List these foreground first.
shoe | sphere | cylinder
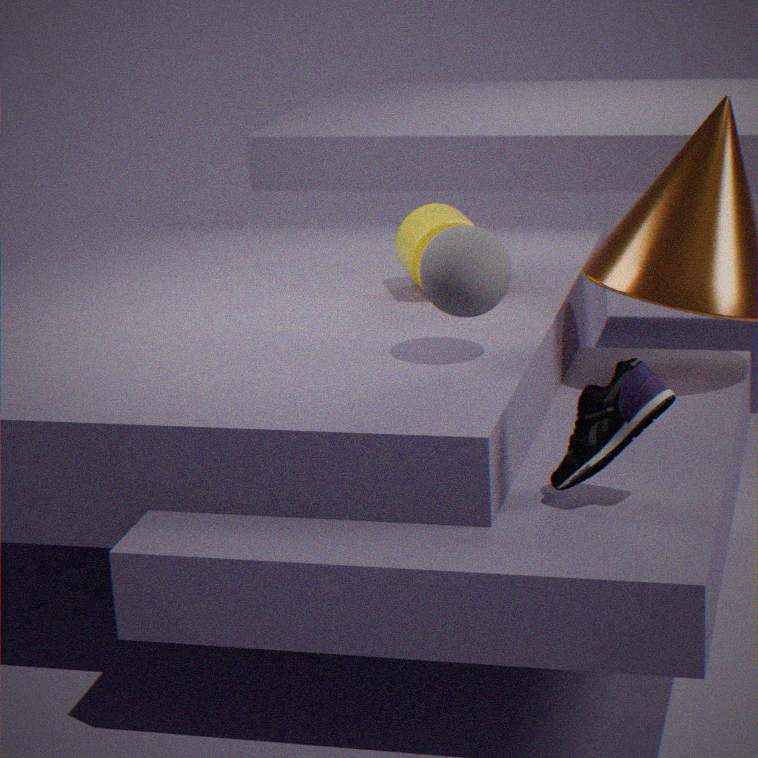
1. shoe
2. sphere
3. cylinder
